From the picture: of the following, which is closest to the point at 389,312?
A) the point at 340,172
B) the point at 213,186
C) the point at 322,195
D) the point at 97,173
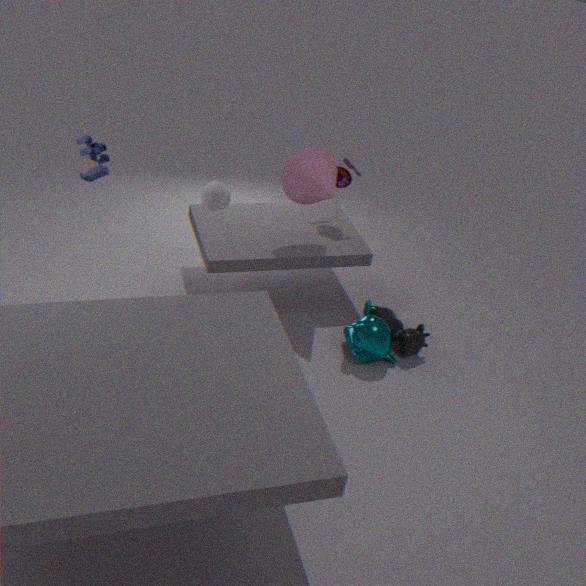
the point at 322,195
